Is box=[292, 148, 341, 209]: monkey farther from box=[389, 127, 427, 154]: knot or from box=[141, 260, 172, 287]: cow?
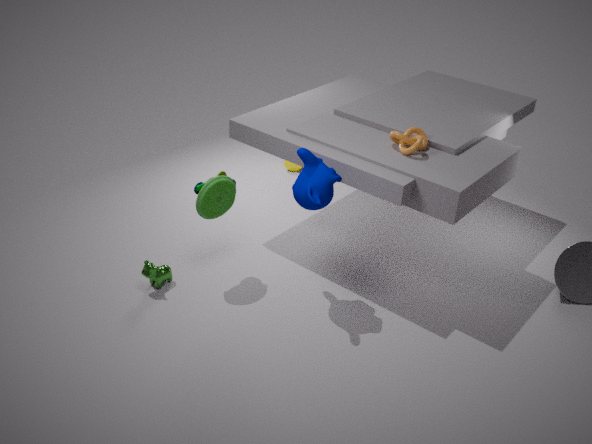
box=[141, 260, 172, 287]: cow
